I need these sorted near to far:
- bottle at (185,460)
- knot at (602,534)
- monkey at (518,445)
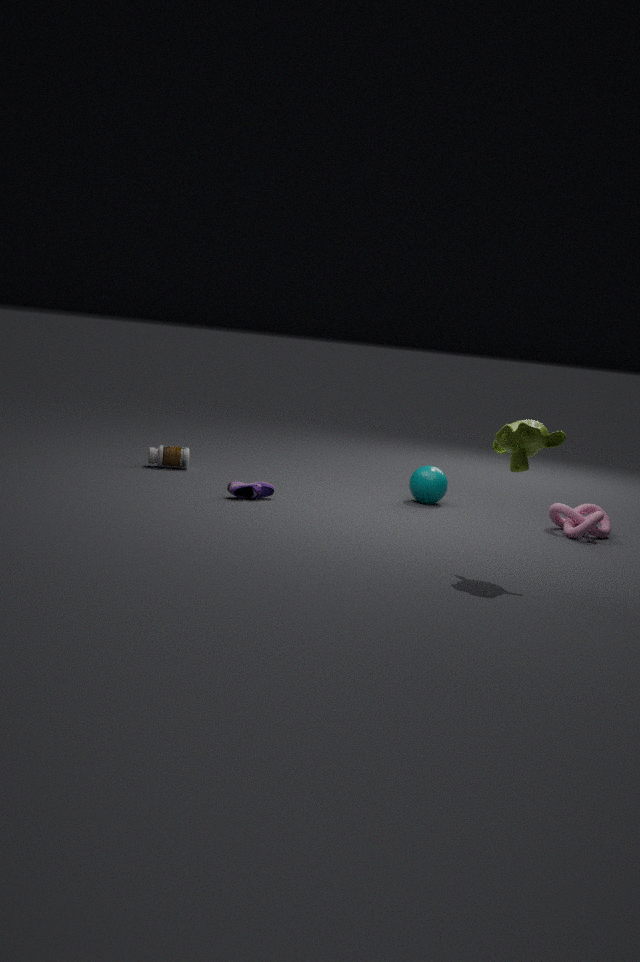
1. monkey at (518,445)
2. knot at (602,534)
3. bottle at (185,460)
